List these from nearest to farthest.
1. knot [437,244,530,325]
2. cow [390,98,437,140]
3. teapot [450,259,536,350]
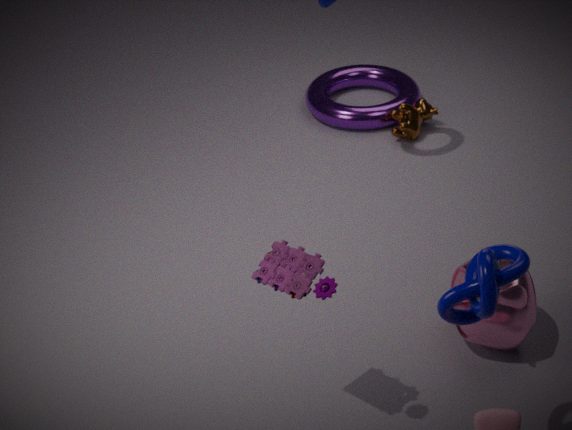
knot [437,244,530,325] < teapot [450,259,536,350] < cow [390,98,437,140]
